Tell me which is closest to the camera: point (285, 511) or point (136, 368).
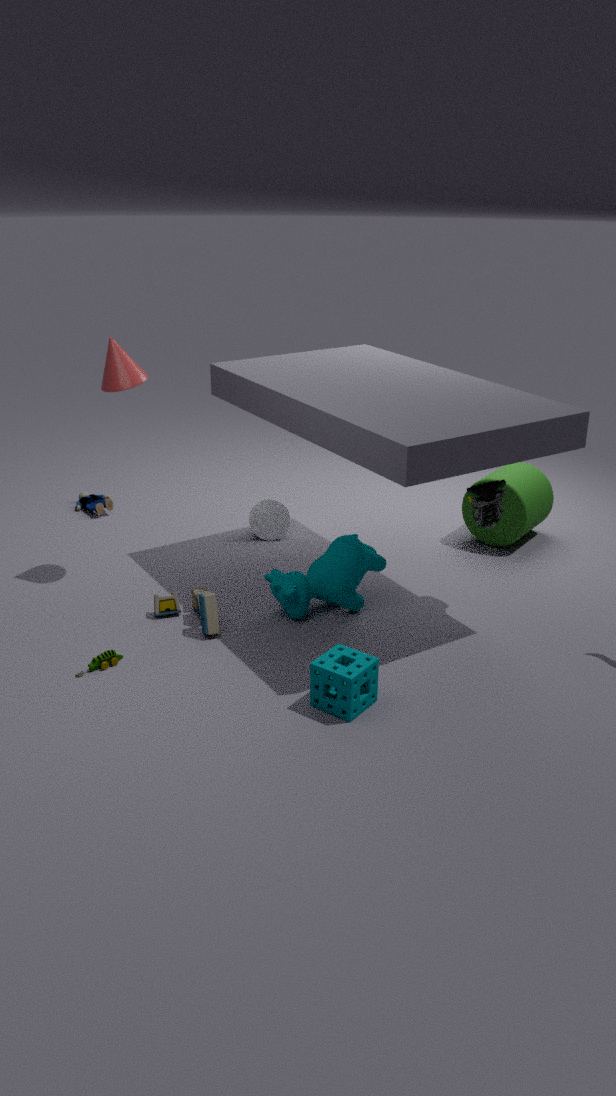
point (136, 368)
